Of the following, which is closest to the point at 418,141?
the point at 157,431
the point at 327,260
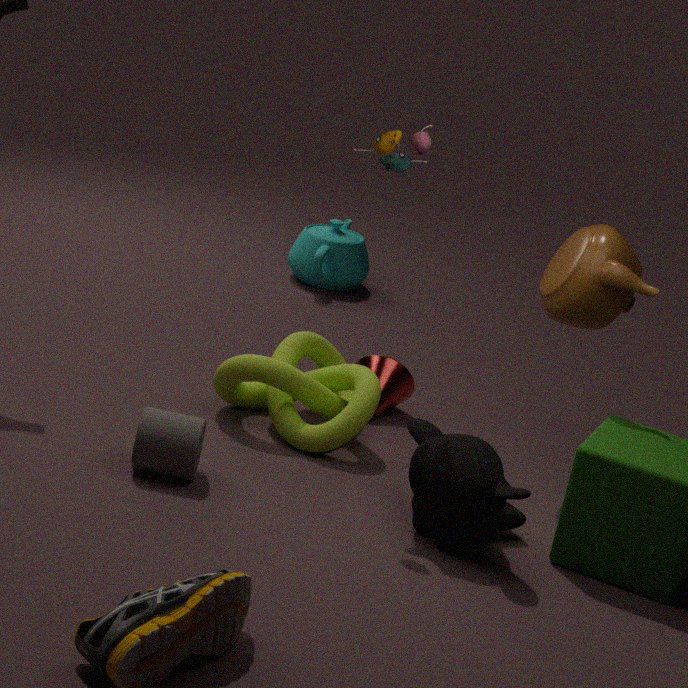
the point at 157,431
